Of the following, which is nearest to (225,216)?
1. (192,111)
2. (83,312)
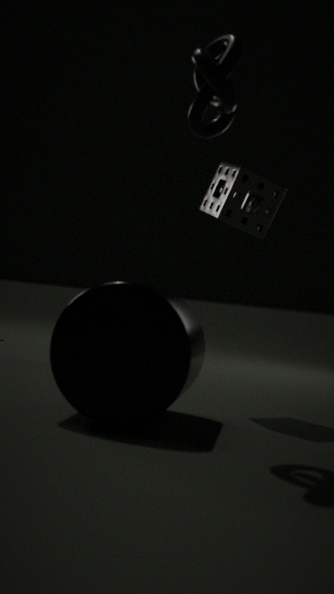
(192,111)
